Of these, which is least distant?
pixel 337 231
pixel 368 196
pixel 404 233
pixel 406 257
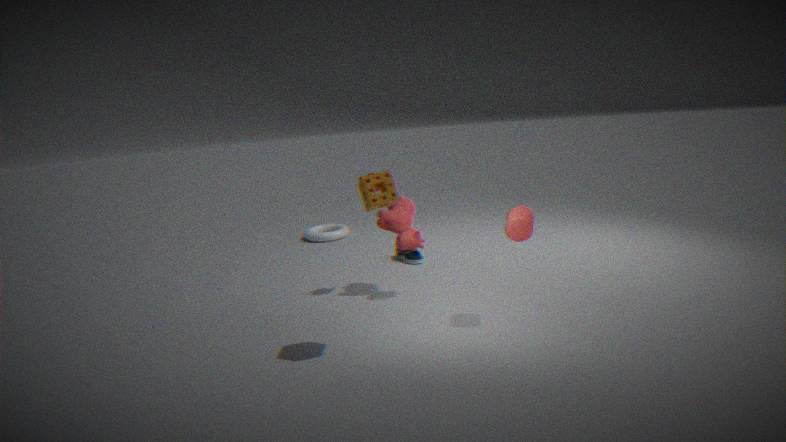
pixel 368 196
